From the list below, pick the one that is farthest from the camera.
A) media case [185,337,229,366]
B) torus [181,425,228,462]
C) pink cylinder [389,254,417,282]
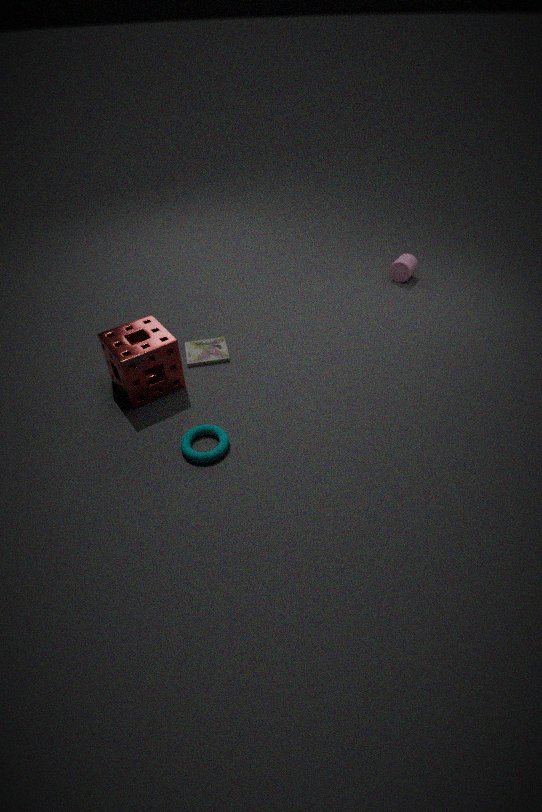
pink cylinder [389,254,417,282]
